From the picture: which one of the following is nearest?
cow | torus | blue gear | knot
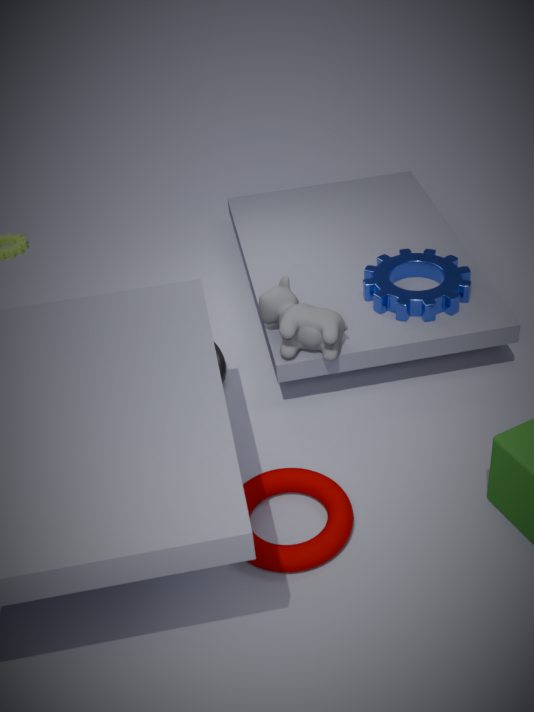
torus
